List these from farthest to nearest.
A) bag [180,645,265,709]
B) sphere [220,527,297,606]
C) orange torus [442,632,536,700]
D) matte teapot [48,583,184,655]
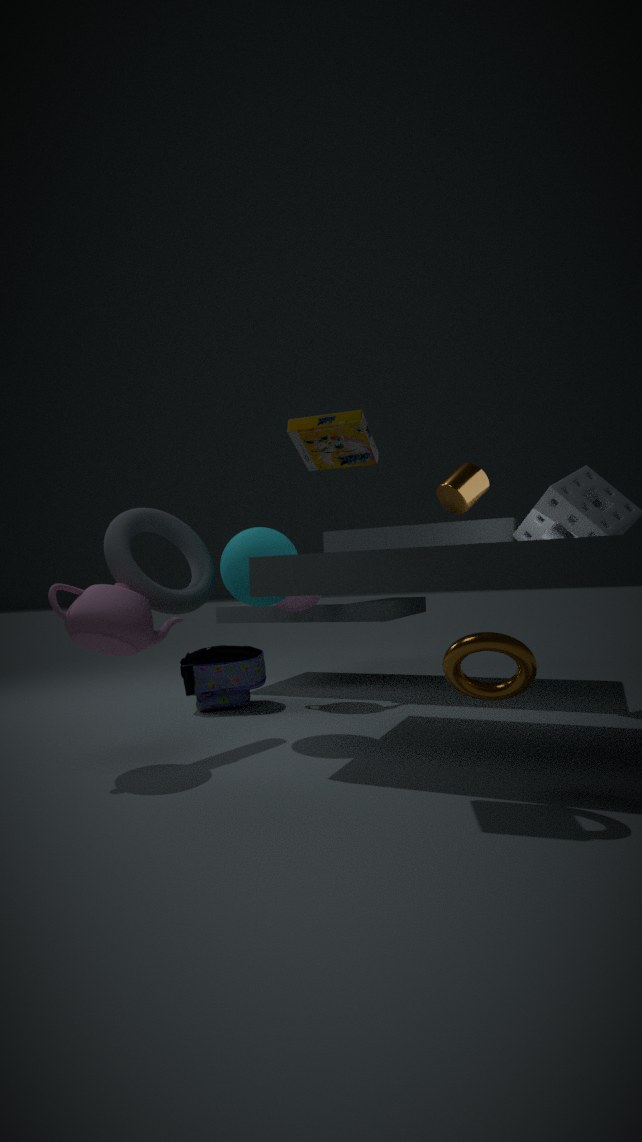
bag [180,645,265,709] < sphere [220,527,297,606] < matte teapot [48,583,184,655] < orange torus [442,632,536,700]
